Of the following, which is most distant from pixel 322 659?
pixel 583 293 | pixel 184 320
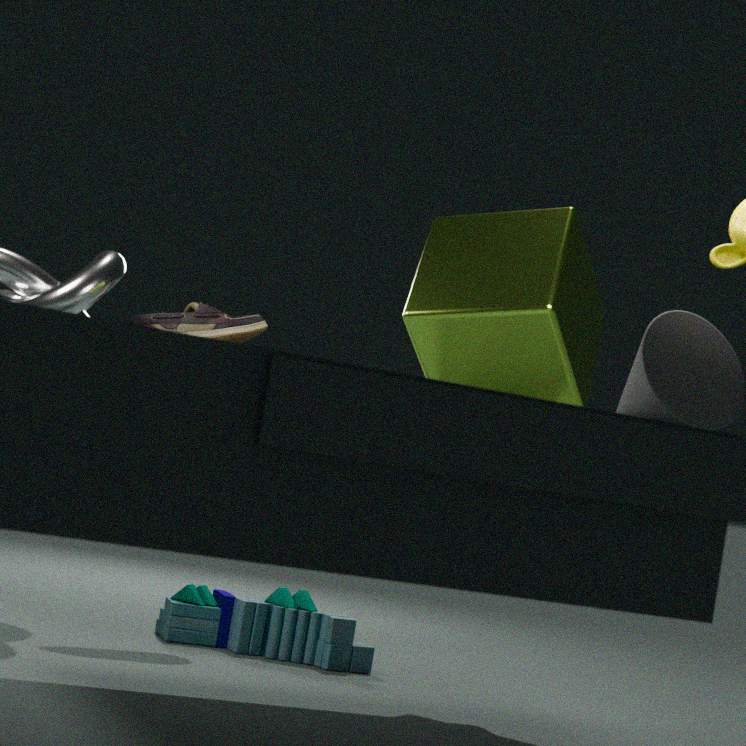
pixel 583 293
